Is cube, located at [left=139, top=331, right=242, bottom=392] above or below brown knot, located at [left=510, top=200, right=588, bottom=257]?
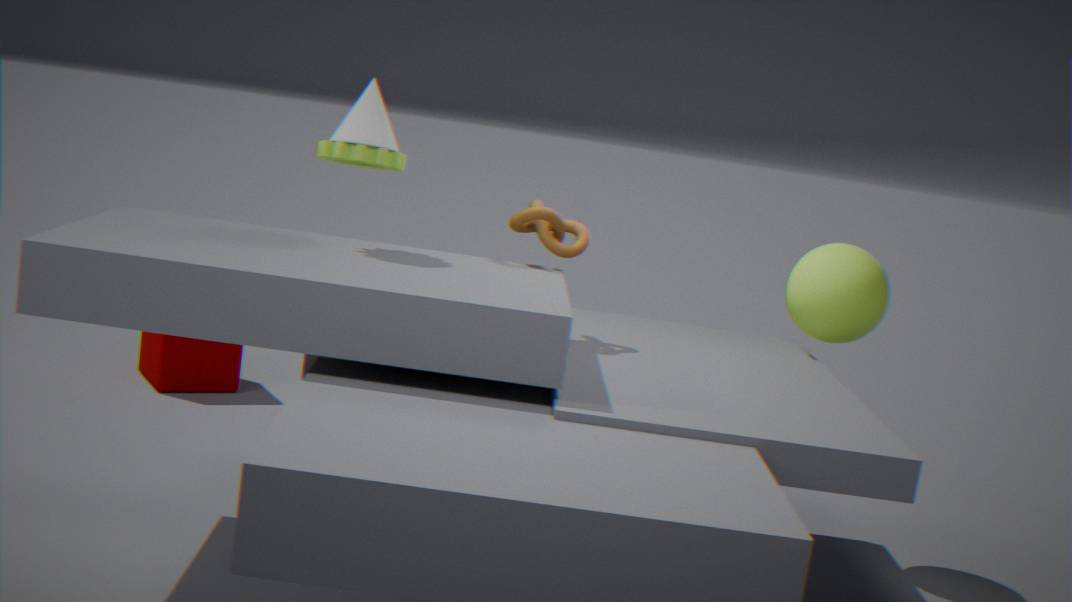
below
